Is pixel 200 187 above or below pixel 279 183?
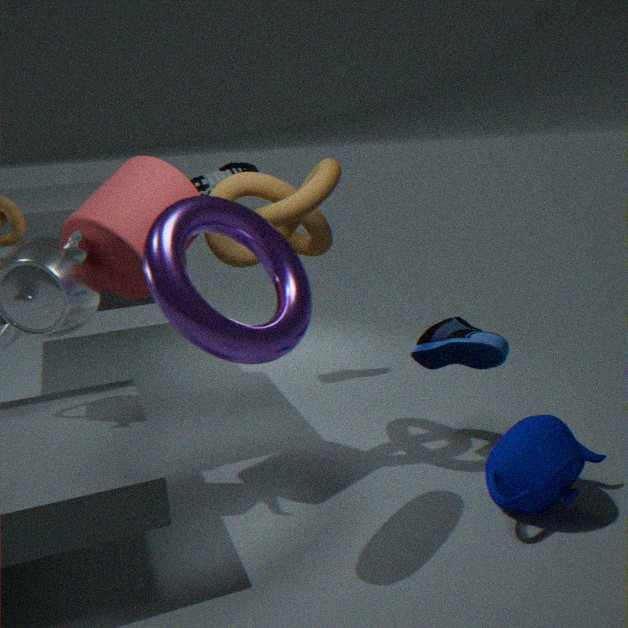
above
